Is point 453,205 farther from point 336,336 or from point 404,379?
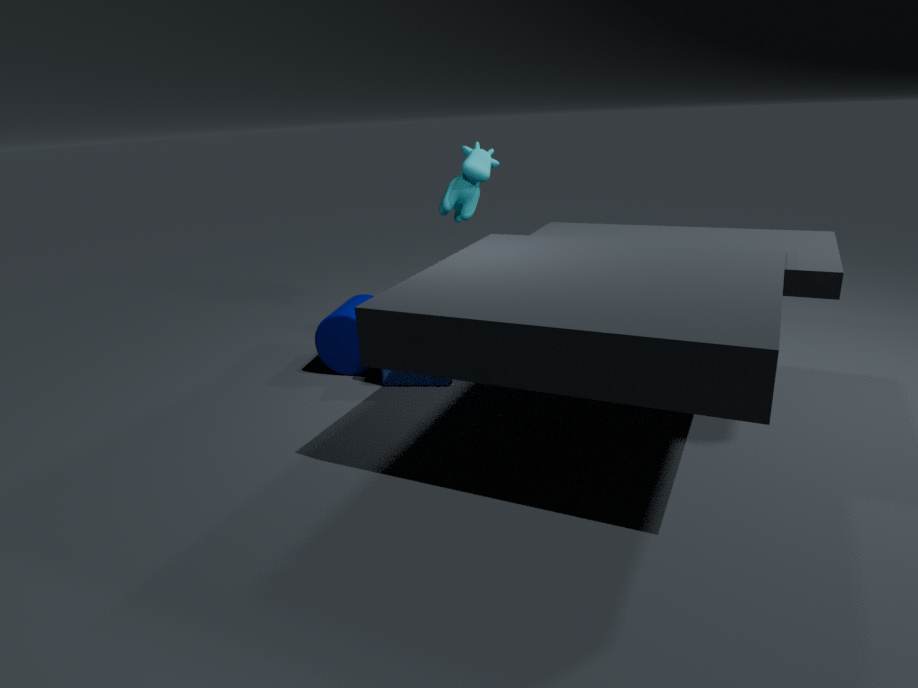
point 336,336
